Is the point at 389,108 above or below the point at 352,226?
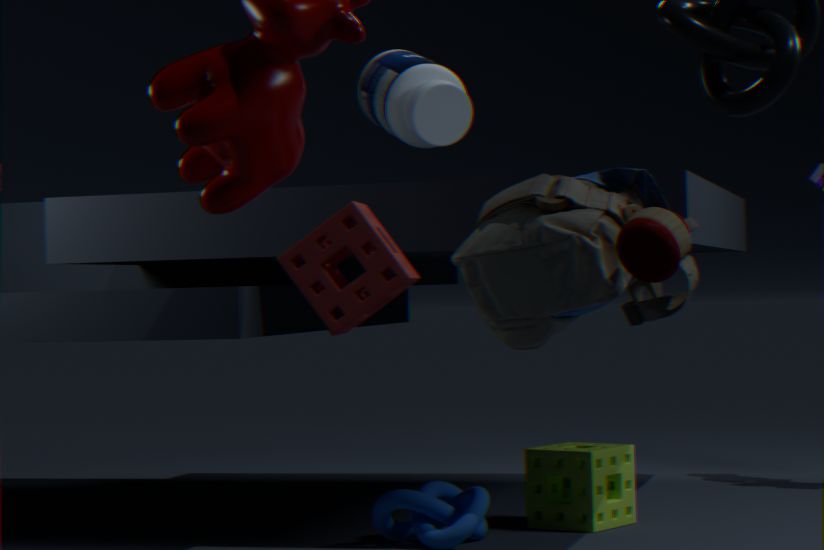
above
